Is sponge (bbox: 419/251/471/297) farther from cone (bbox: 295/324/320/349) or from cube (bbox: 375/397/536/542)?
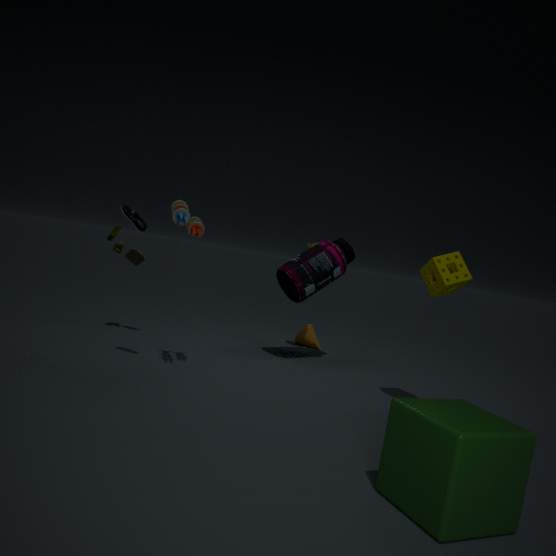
cone (bbox: 295/324/320/349)
